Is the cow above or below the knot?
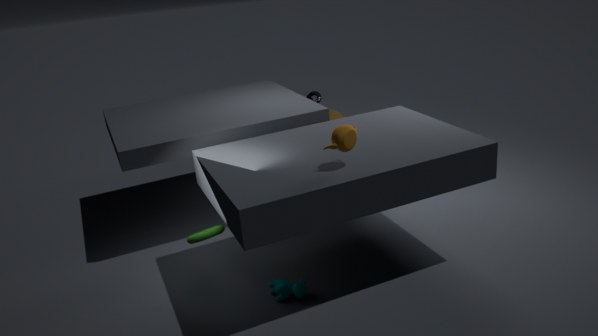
below
